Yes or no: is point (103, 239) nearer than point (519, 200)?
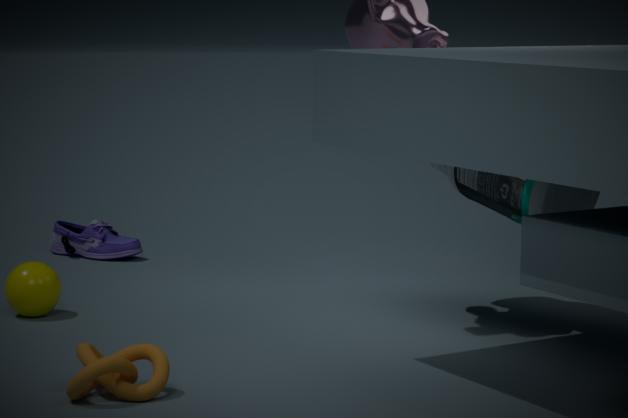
No
